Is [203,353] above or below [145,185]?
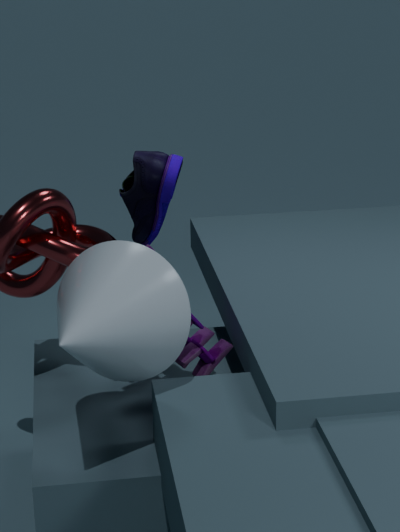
below
